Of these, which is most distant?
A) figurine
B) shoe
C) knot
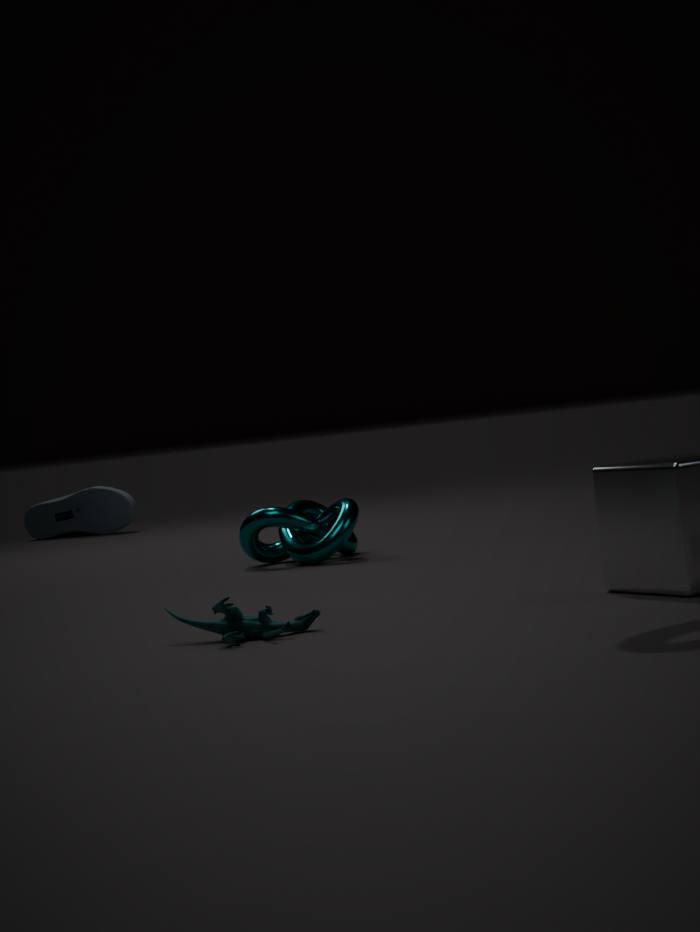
shoe
